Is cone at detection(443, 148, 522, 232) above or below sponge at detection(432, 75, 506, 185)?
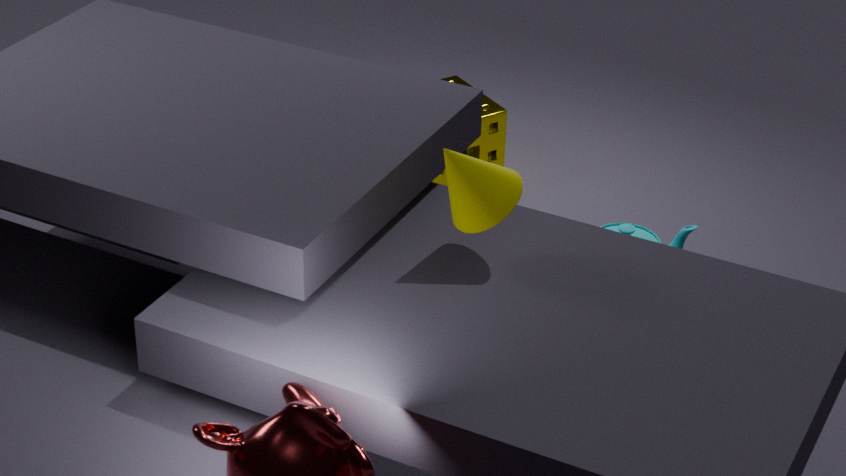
above
